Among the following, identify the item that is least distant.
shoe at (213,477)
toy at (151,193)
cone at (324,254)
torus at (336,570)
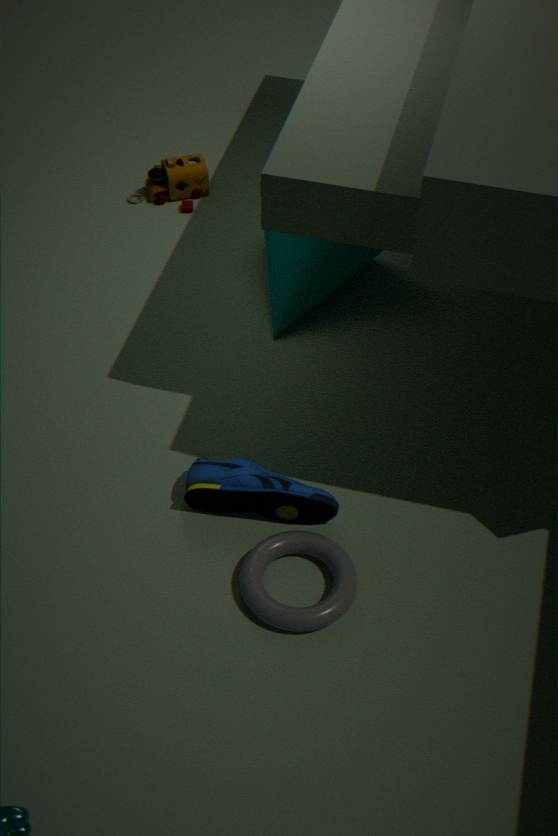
torus at (336,570)
